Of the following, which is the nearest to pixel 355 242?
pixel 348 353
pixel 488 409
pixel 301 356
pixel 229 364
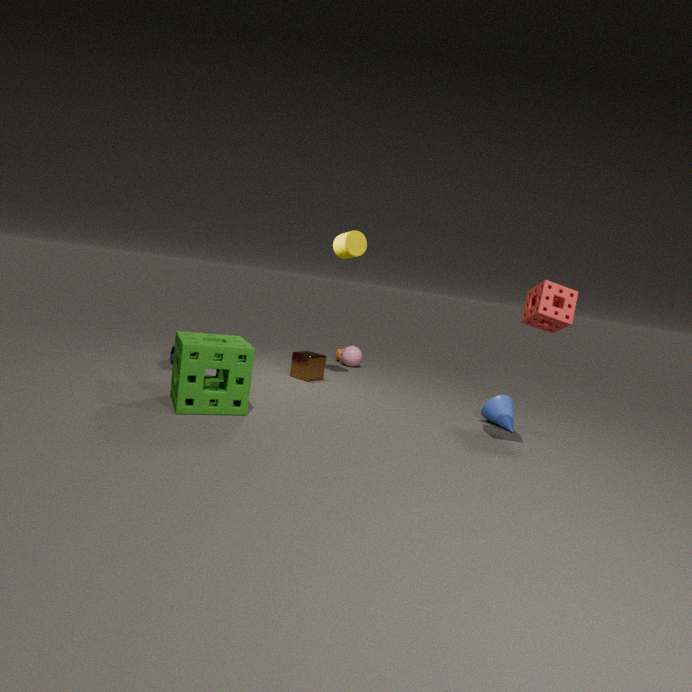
pixel 301 356
